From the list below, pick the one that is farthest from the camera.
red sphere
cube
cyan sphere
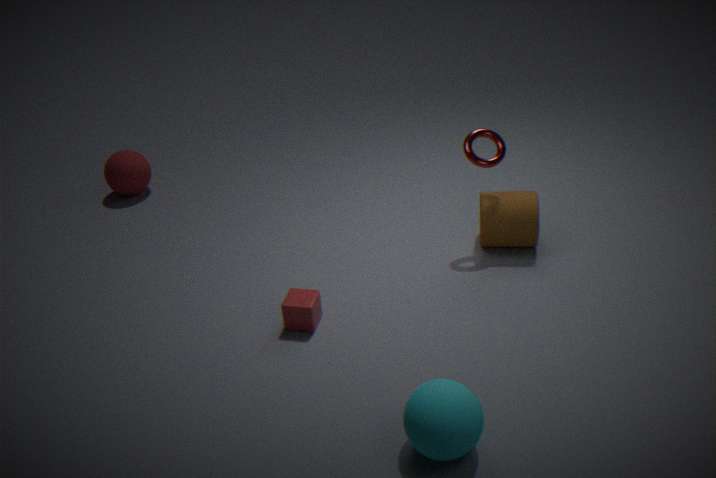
red sphere
